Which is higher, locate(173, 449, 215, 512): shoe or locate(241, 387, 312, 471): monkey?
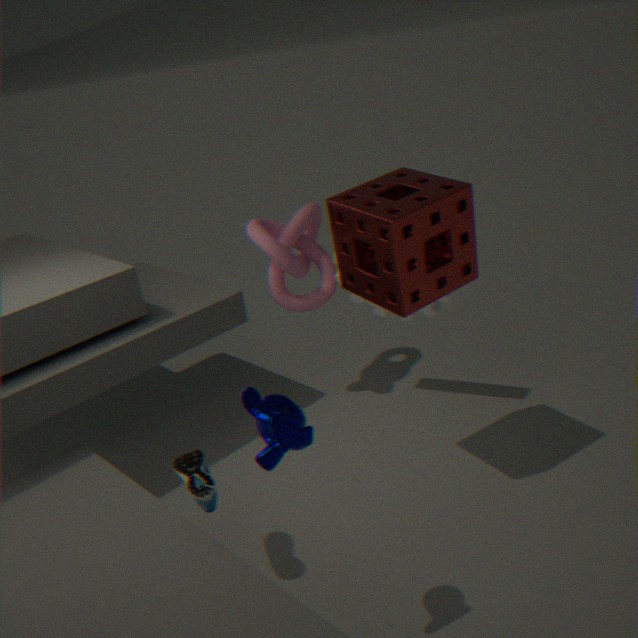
locate(241, 387, 312, 471): monkey
